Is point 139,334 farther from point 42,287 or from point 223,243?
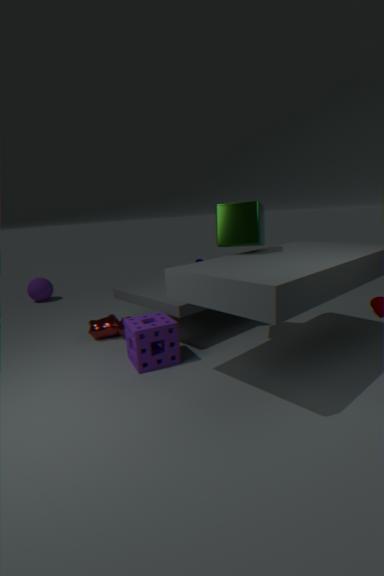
point 42,287
